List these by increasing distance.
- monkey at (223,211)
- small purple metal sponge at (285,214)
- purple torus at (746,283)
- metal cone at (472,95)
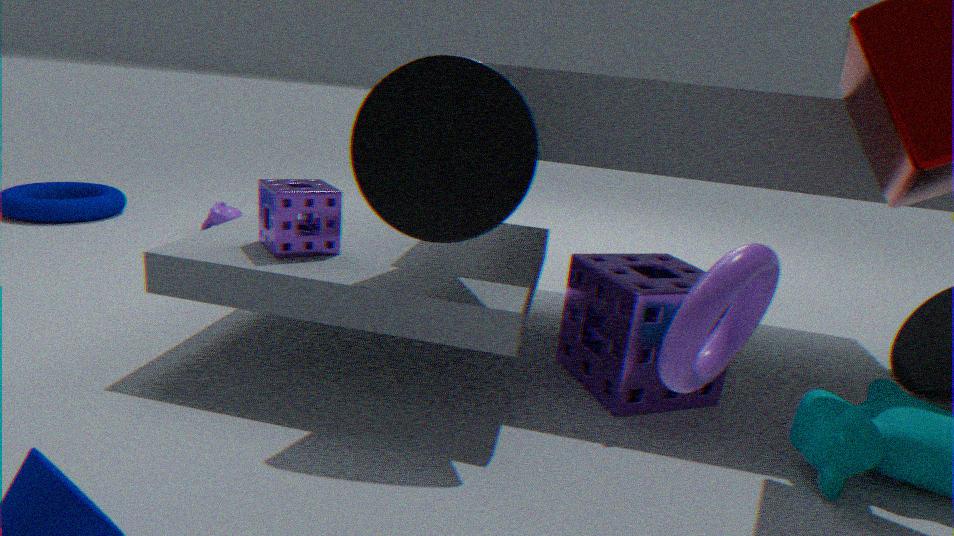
purple torus at (746,283)
metal cone at (472,95)
small purple metal sponge at (285,214)
monkey at (223,211)
